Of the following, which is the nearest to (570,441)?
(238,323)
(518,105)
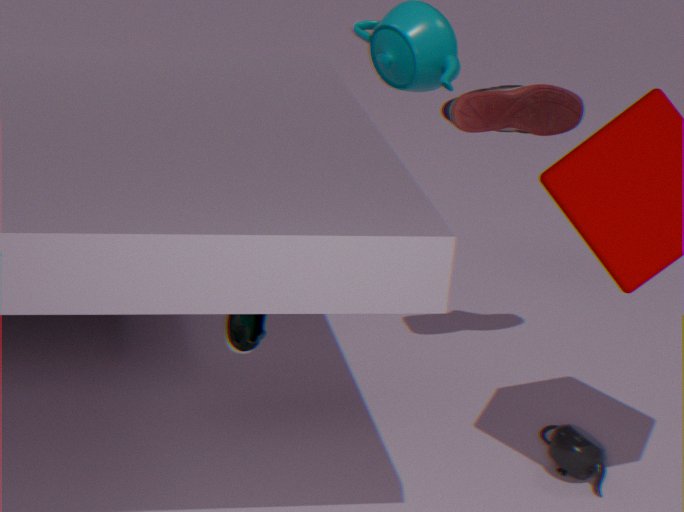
(518,105)
